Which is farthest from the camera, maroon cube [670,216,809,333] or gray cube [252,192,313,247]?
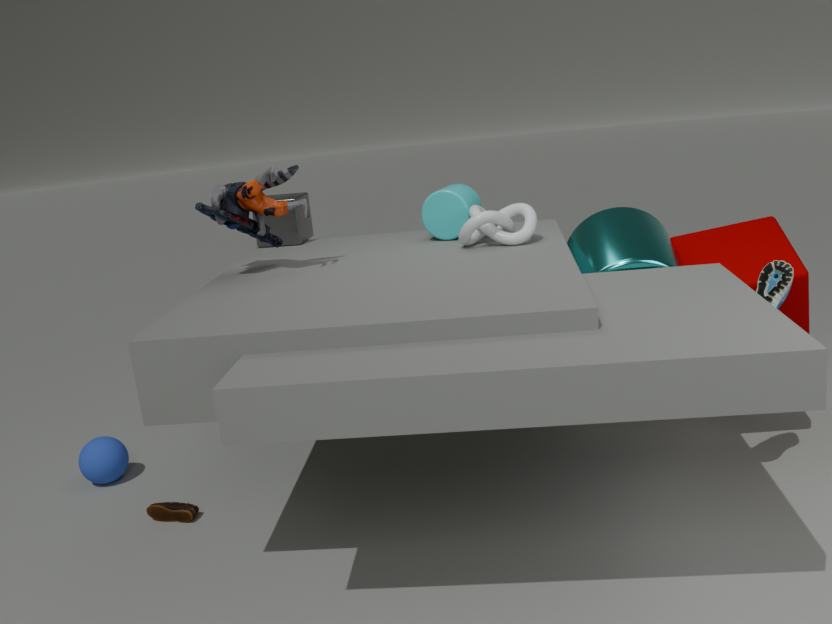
gray cube [252,192,313,247]
